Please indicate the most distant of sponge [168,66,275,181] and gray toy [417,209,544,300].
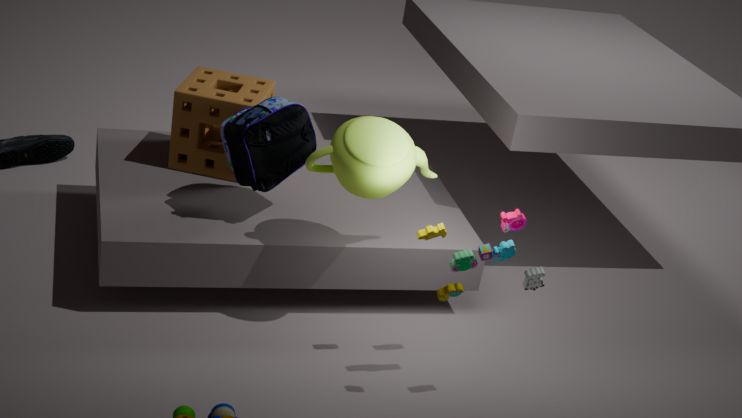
sponge [168,66,275,181]
